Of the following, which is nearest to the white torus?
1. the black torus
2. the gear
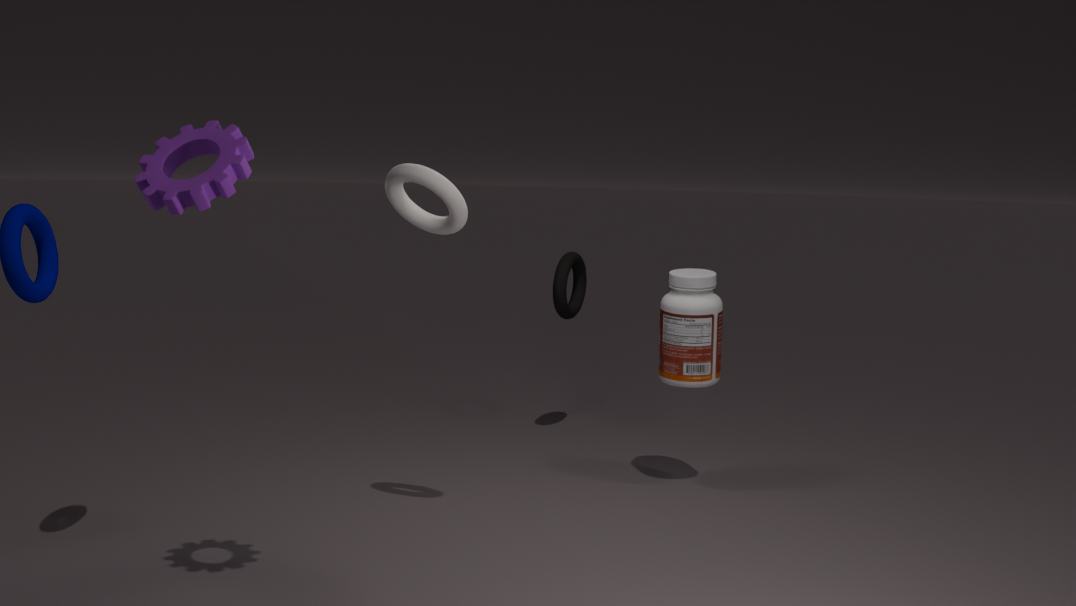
the gear
